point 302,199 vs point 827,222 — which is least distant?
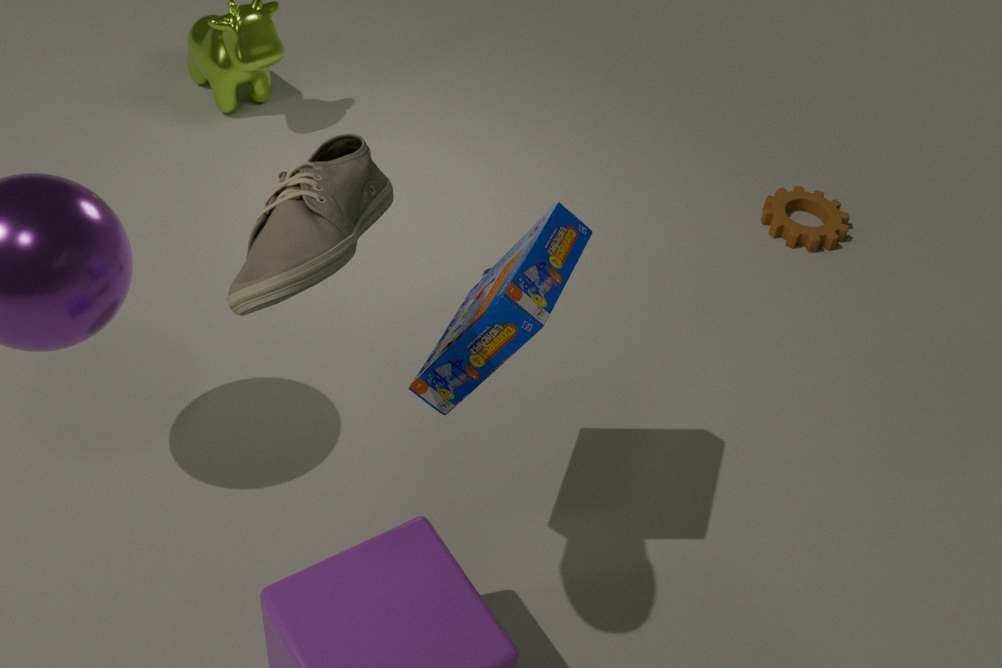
point 302,199
